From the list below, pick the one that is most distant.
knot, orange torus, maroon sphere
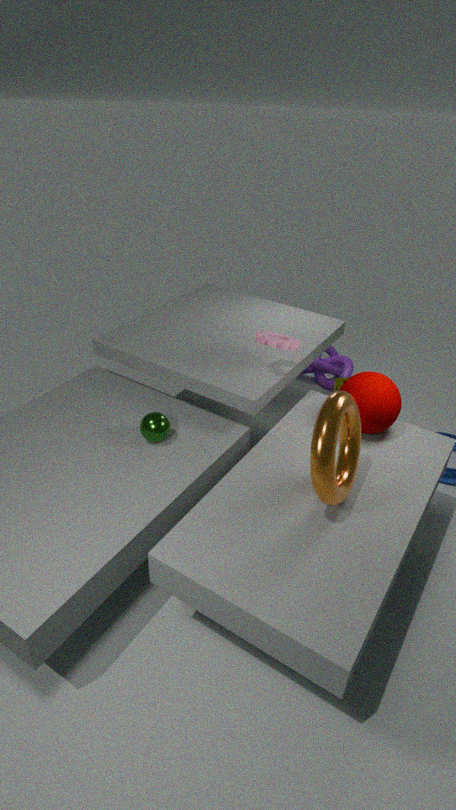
knot
